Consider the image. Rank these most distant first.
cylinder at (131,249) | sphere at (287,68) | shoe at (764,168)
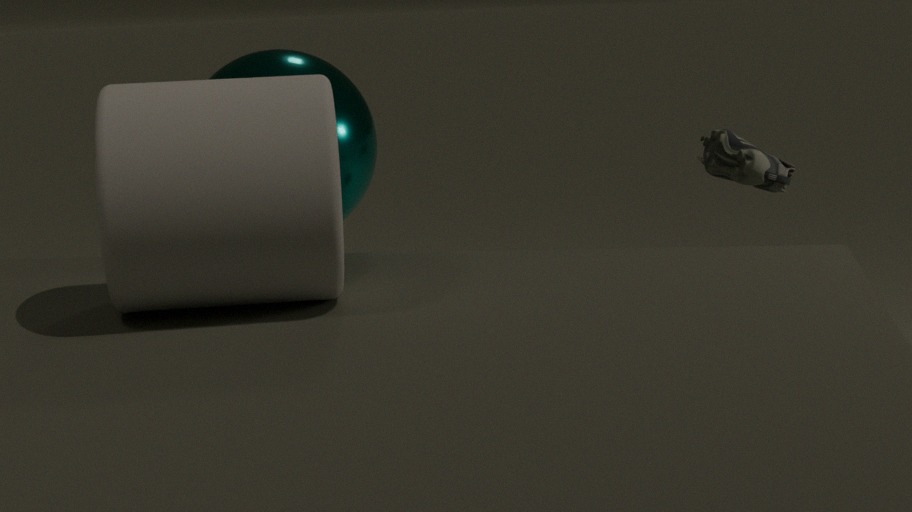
shoe at (764,168), sphere at (287,68), cylinder at (131,249)
